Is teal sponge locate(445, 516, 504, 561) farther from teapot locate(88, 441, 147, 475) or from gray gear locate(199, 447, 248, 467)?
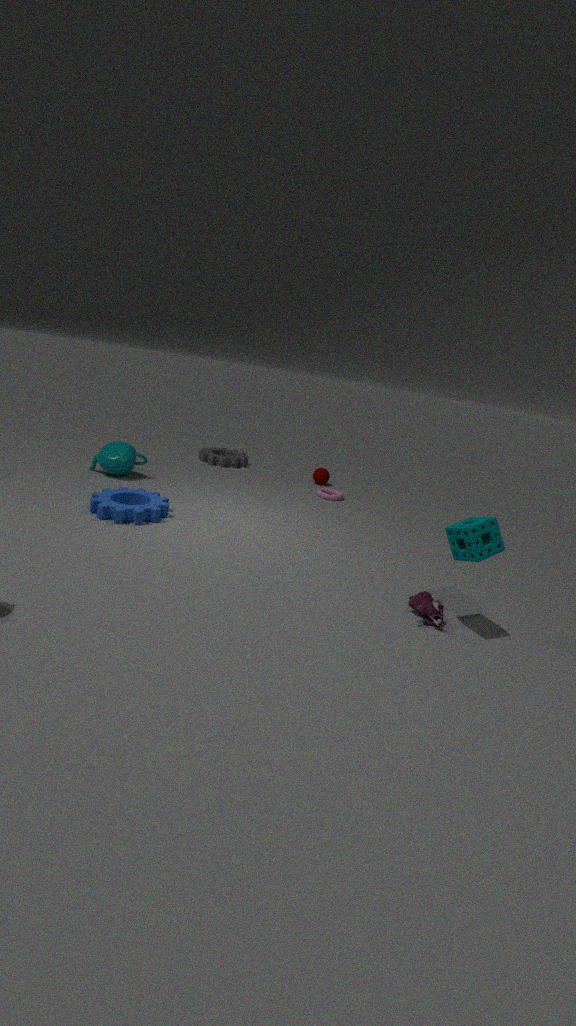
gray gear locate(199, 447, 248, 467)
